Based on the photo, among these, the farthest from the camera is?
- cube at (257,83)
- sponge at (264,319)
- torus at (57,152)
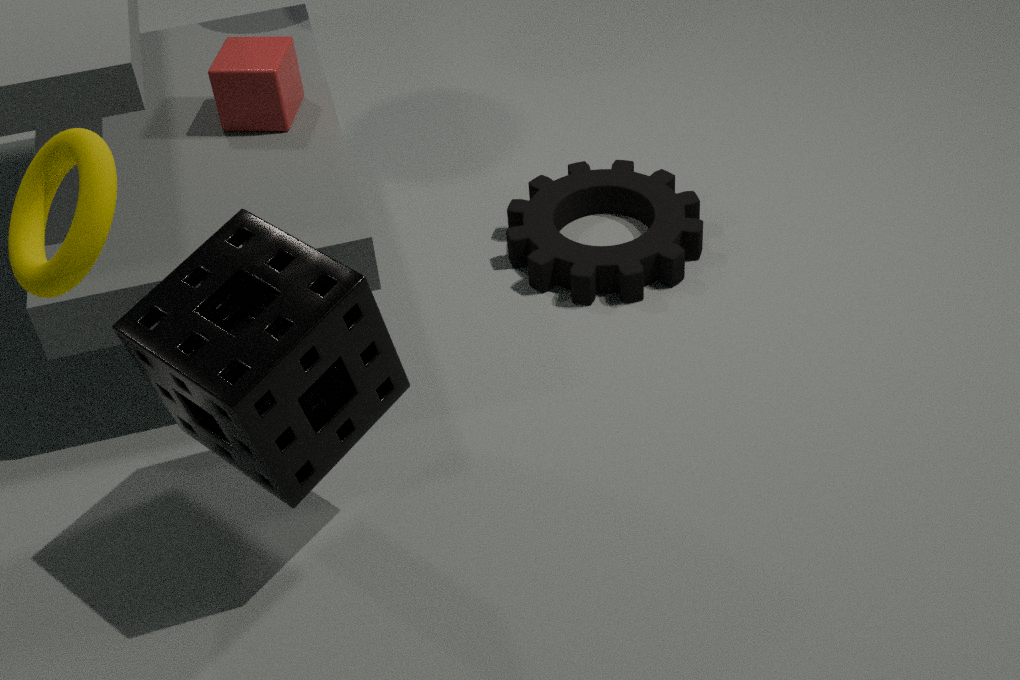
cube at (257,83)
